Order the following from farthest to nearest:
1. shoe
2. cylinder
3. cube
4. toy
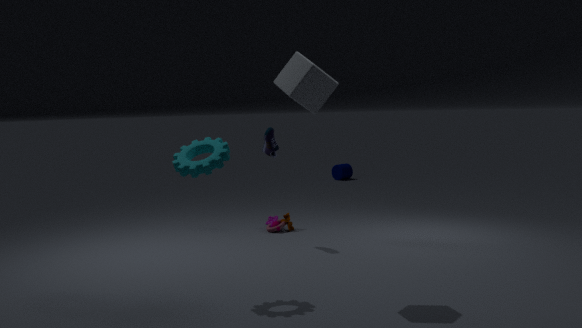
cylinder
toy
shoe
cube
